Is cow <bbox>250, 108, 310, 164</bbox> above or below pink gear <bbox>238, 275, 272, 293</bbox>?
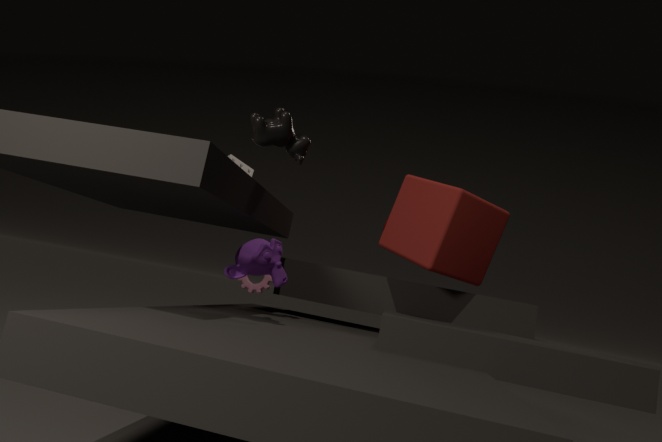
above
